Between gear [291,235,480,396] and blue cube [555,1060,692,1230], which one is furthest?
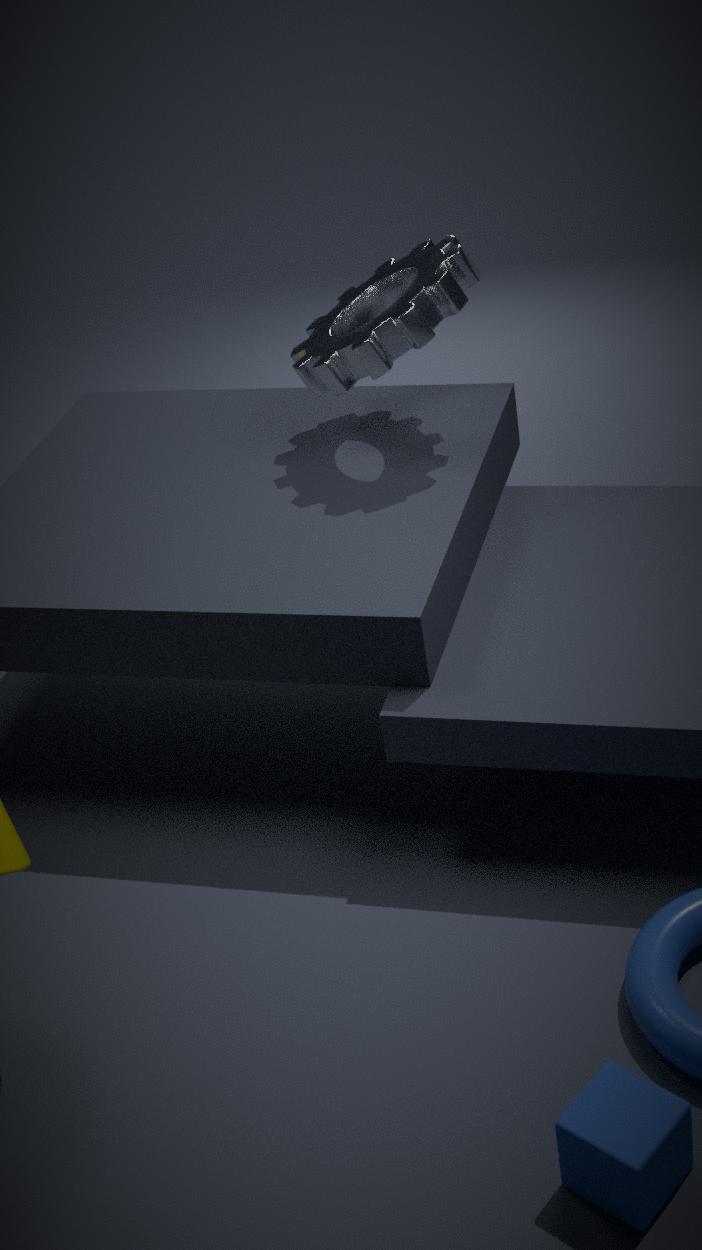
gear [291,235,480,396]
